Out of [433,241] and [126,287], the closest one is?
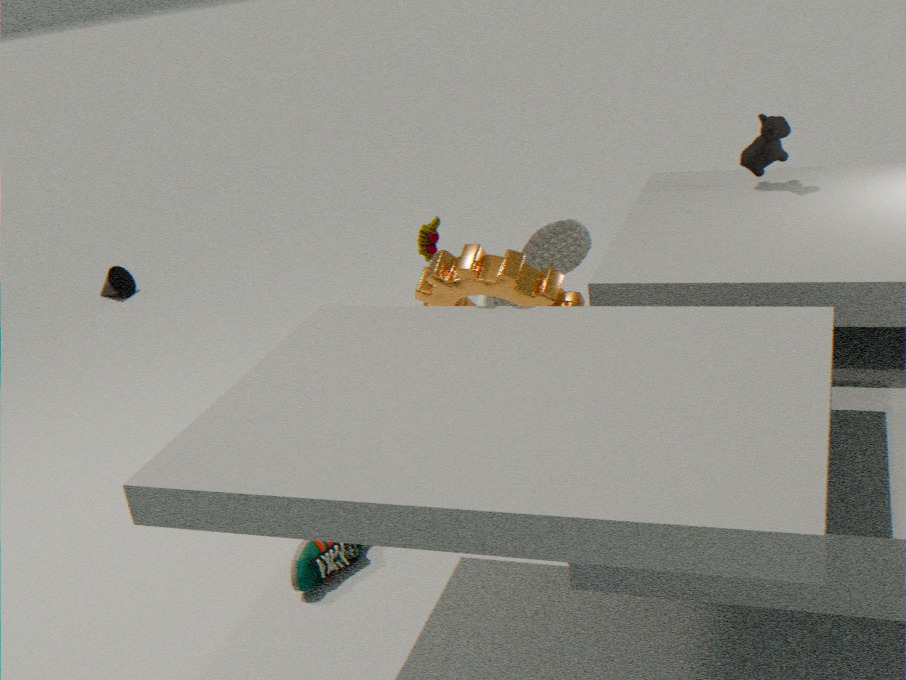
[433,241]
